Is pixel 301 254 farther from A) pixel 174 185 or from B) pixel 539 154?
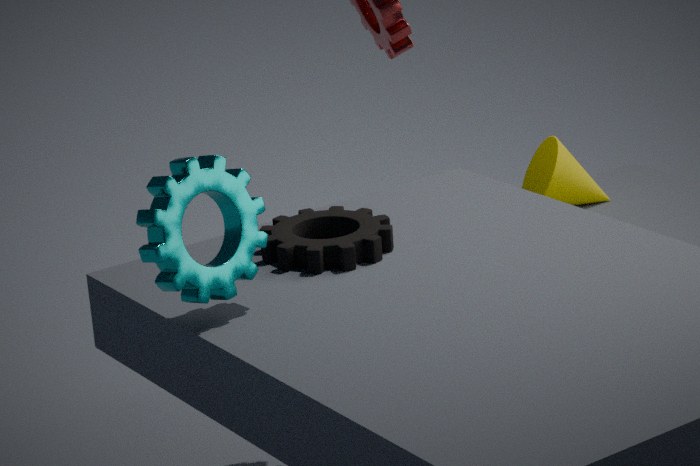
B) pixel 539 154
